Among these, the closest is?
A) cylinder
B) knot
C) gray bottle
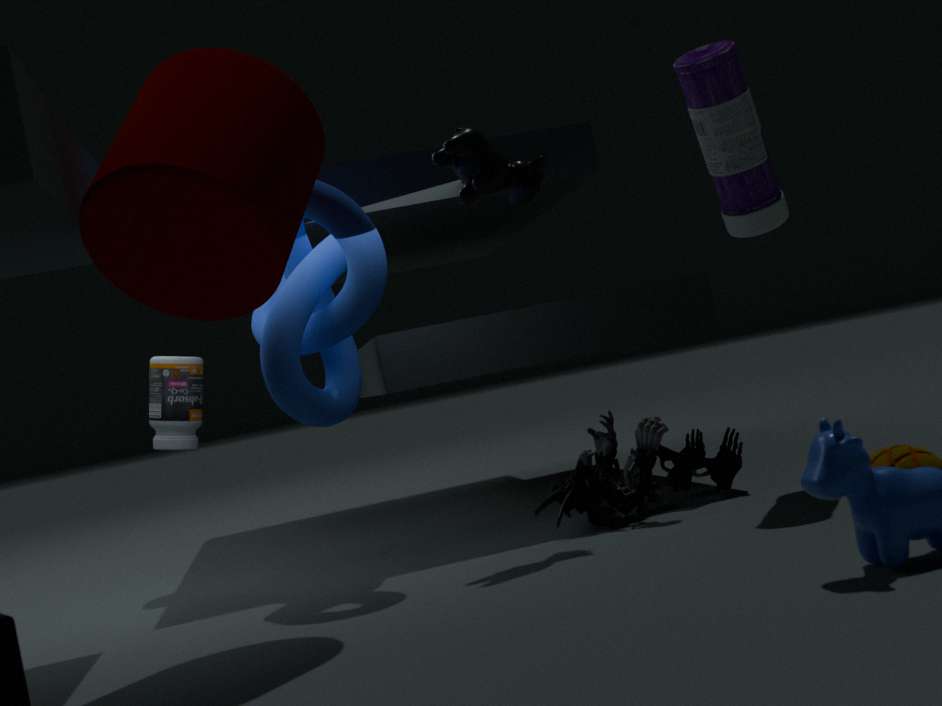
cylinder
